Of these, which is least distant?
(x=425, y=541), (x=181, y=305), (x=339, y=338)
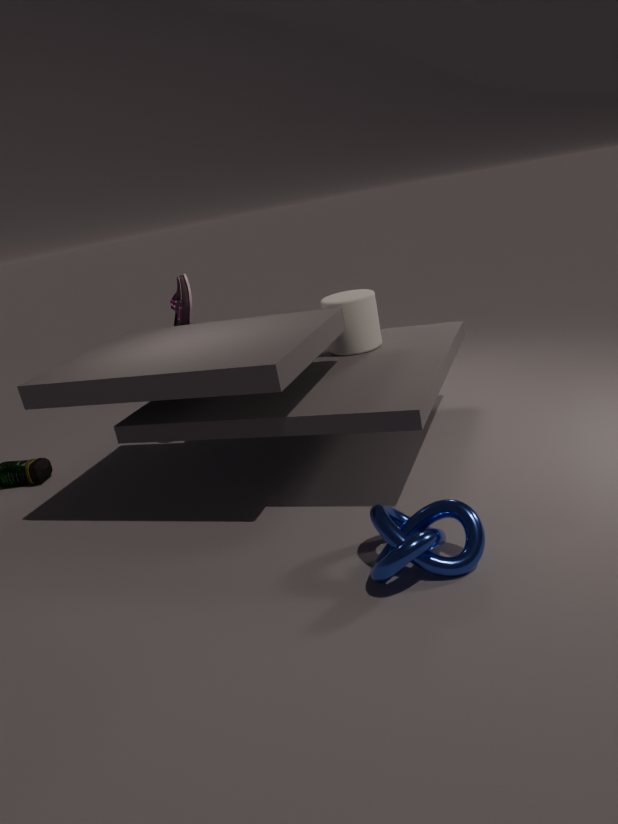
(x=425, y=541)
